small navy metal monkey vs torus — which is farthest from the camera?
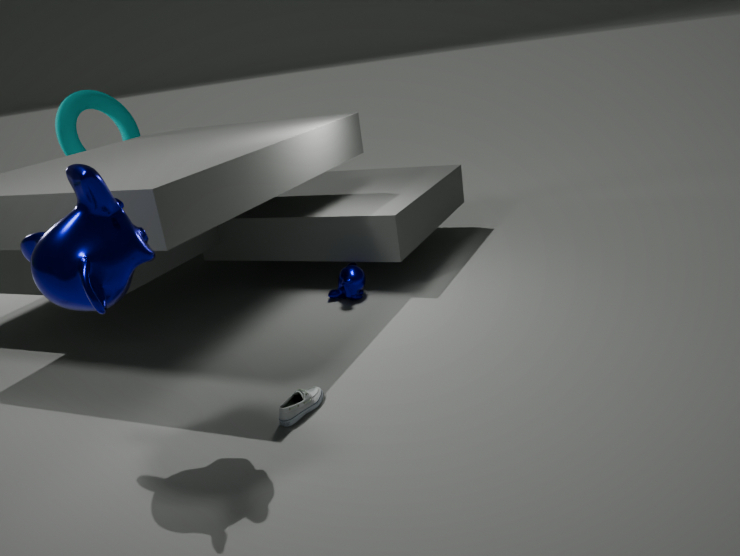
torus
